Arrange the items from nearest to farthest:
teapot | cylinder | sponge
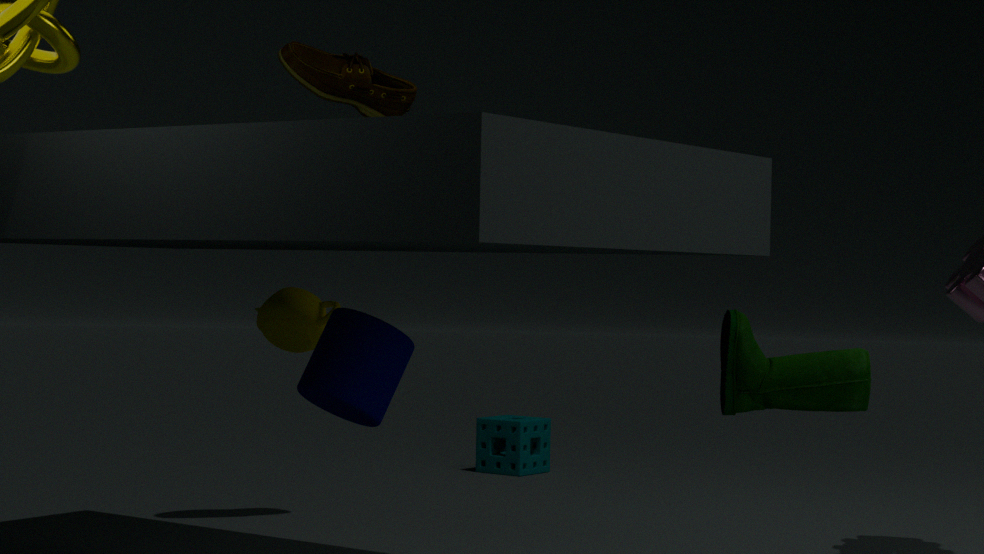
cylinder
teapot
sponge
